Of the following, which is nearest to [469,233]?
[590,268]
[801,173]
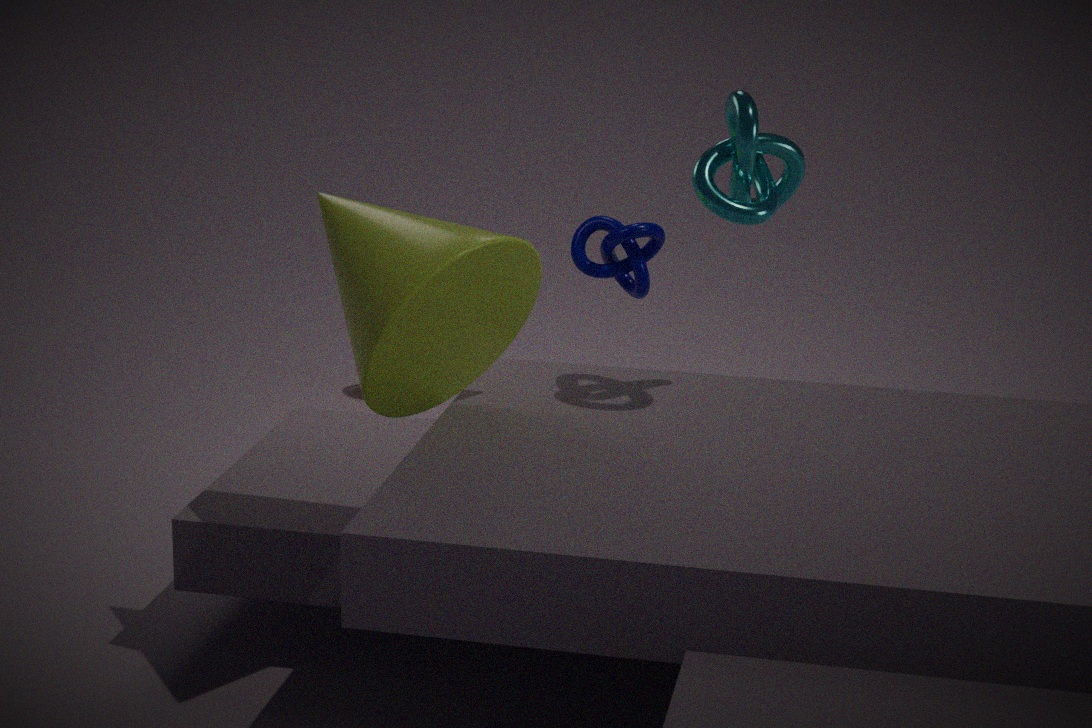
[801,173]
